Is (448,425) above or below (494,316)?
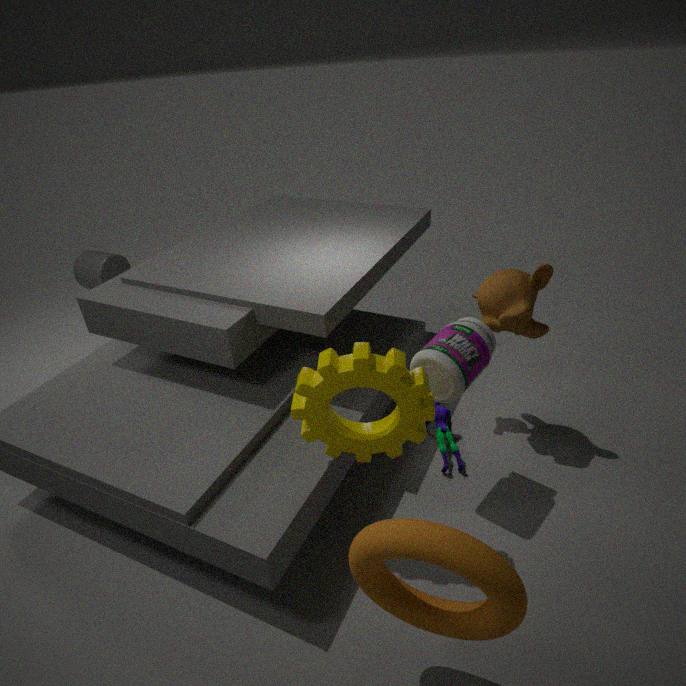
below
